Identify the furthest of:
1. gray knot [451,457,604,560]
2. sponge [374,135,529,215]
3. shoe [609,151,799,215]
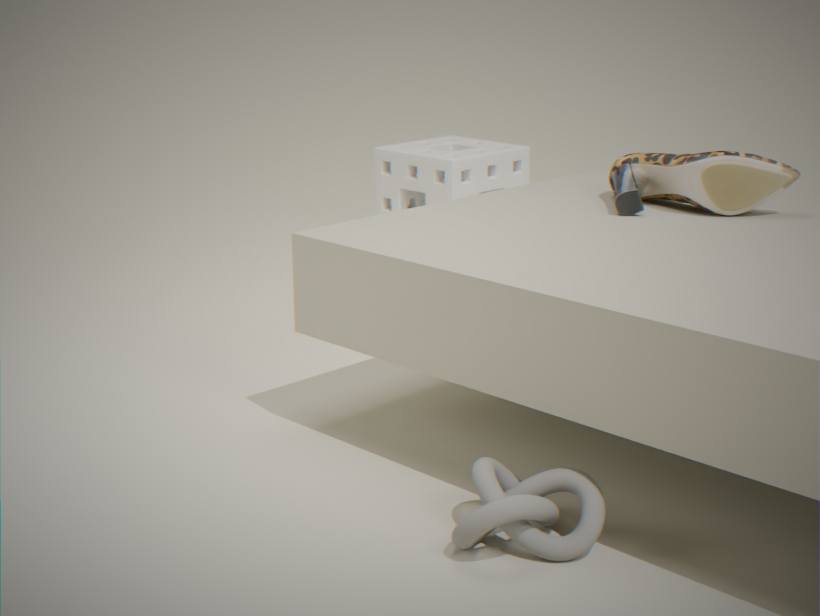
sponge [374,135,529,215]
